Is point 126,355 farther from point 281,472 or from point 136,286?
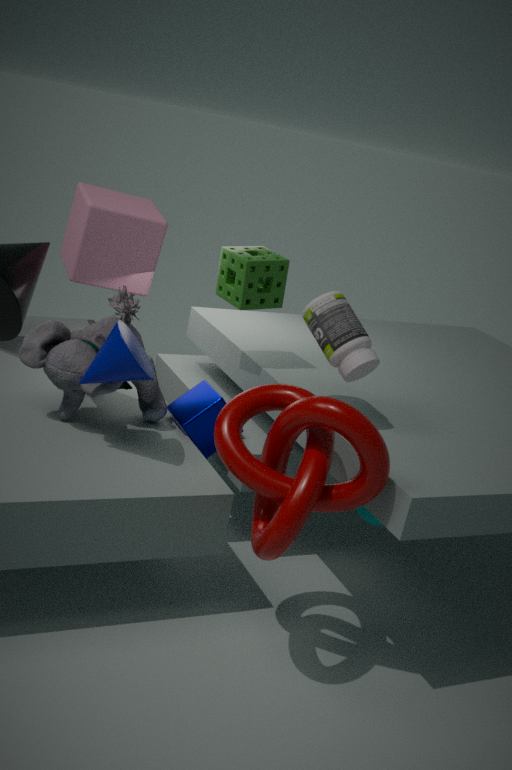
point 136,286
